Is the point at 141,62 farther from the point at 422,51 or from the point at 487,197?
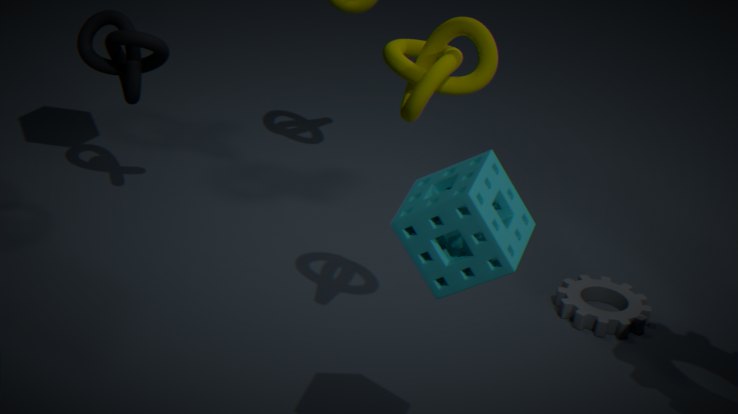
the point at 487,197
